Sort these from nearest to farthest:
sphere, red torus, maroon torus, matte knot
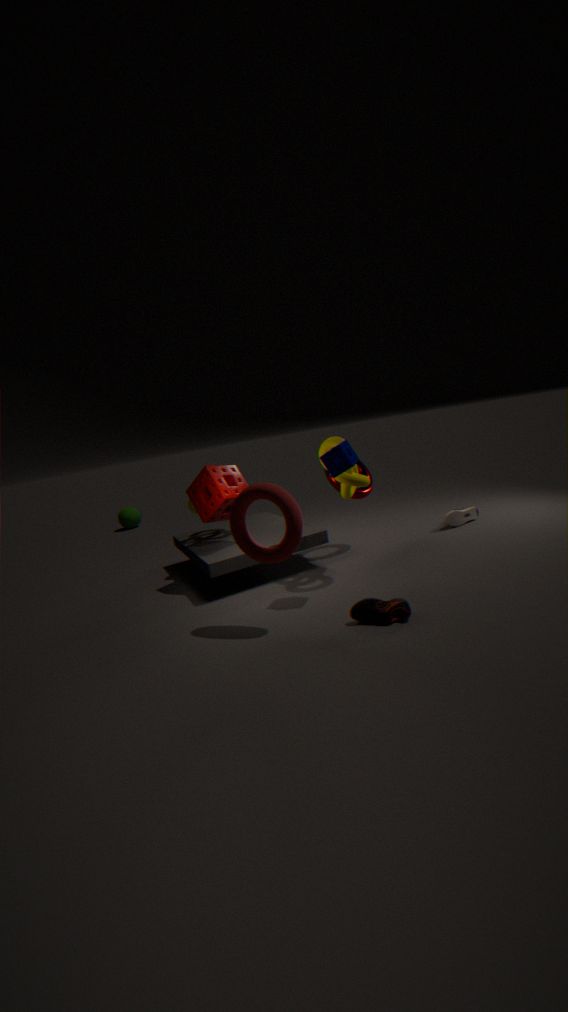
1. red torus
2. matte knot
3. maroon torus
4. sphere
